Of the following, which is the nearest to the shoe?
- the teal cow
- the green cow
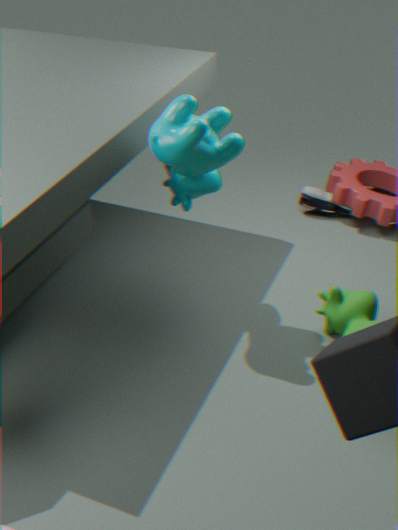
the green cow
